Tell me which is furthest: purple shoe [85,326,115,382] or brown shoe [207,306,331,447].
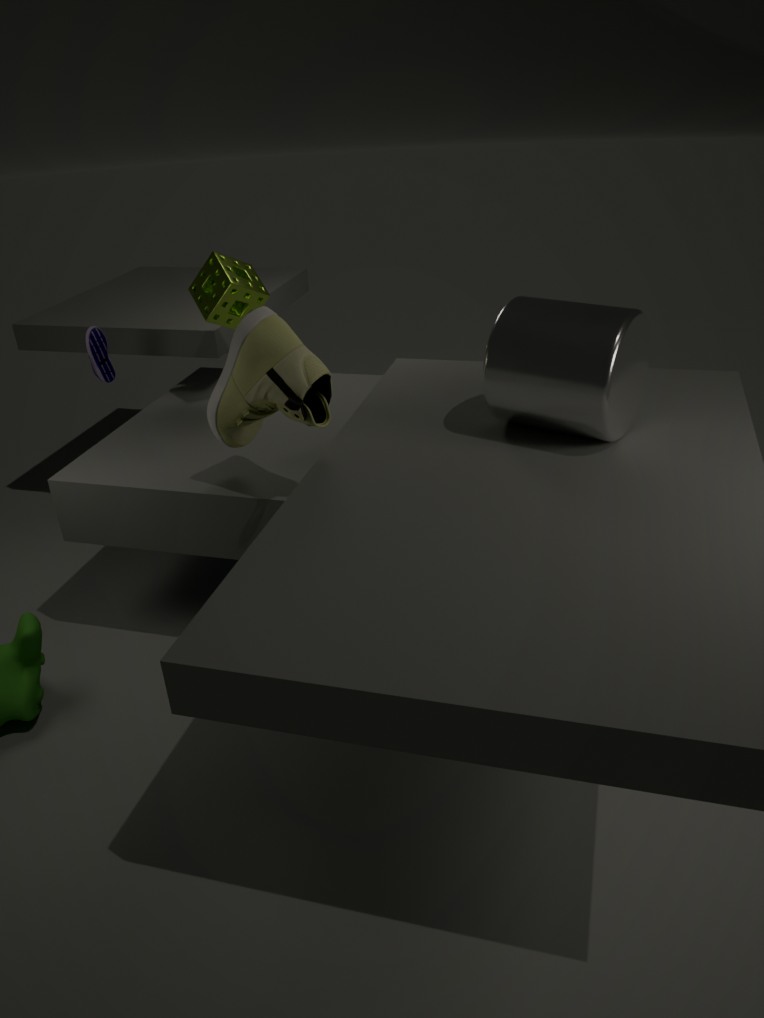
purple shoe [85,326,115,382]
